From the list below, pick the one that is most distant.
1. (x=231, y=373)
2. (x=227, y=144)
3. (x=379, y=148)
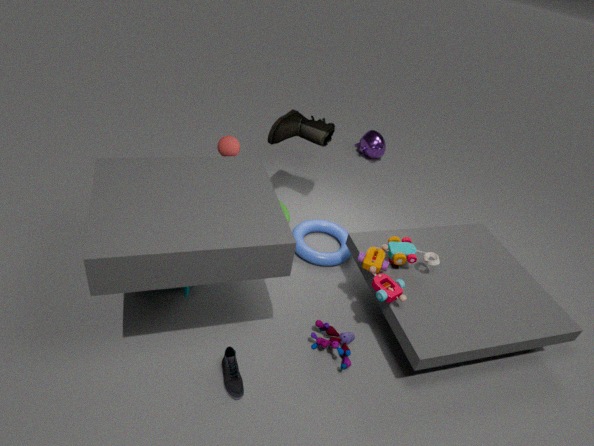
(x=379, y=148)
